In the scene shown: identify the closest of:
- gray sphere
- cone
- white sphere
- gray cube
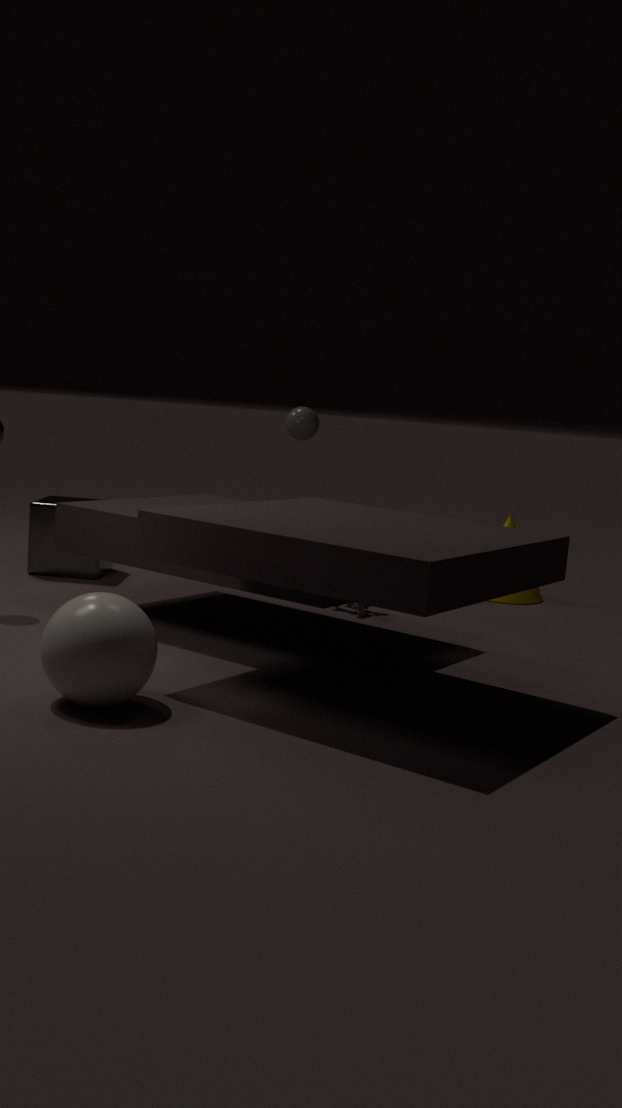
white sphere
